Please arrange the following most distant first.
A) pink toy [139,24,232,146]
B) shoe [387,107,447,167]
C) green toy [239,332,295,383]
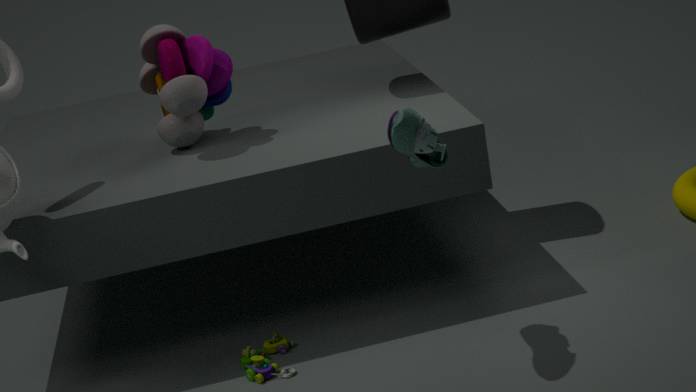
pink toy [139,24,232,146]
green toy [239,332,295,383]
shoe [387,107,447,167]
